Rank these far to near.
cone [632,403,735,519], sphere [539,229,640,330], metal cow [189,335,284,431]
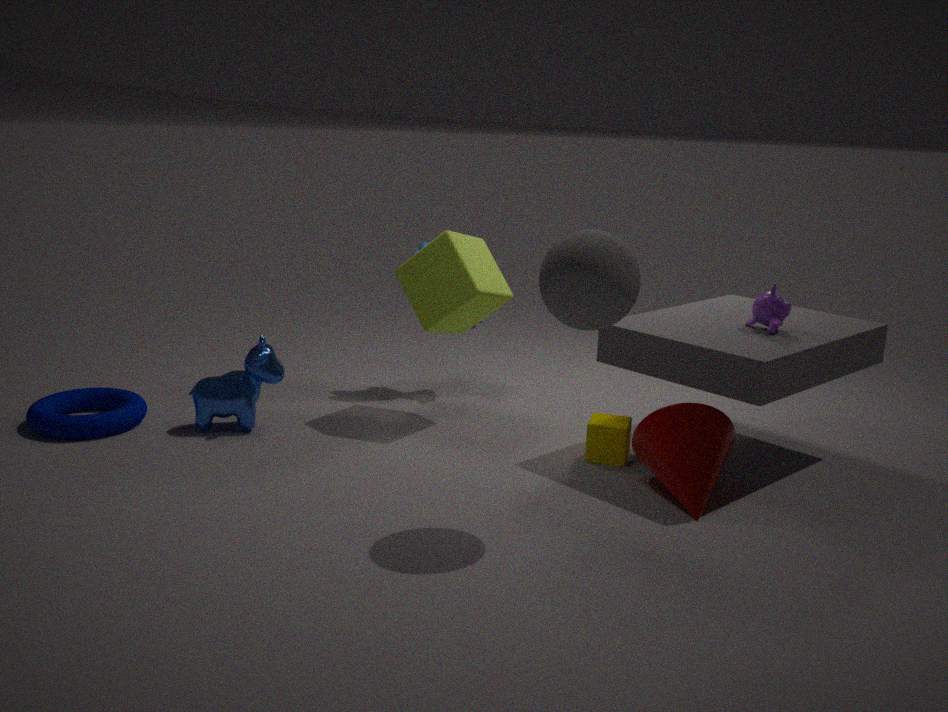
1. metal cow [189,335,284,431]
2. cone [632,403,735,519]
3. sphere [539,229,640,330]
